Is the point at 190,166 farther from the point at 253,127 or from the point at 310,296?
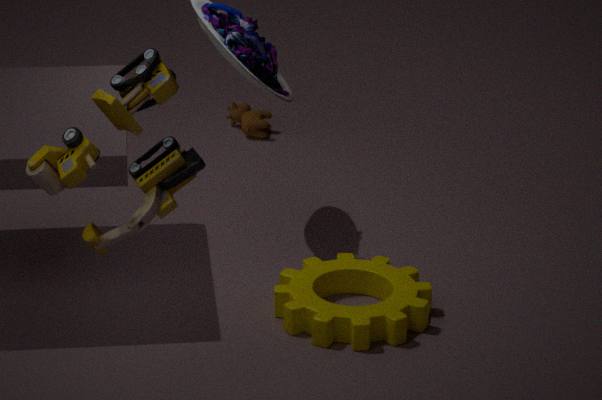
the point at 253,127
